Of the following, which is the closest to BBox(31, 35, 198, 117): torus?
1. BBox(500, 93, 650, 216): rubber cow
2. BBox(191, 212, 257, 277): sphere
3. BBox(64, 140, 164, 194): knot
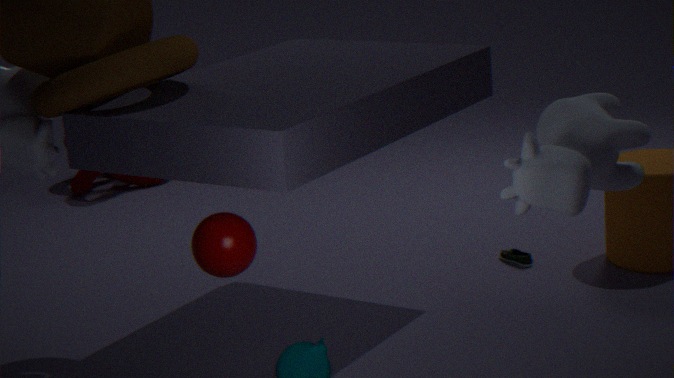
BBox(191, 212, 257, 277): sphere
